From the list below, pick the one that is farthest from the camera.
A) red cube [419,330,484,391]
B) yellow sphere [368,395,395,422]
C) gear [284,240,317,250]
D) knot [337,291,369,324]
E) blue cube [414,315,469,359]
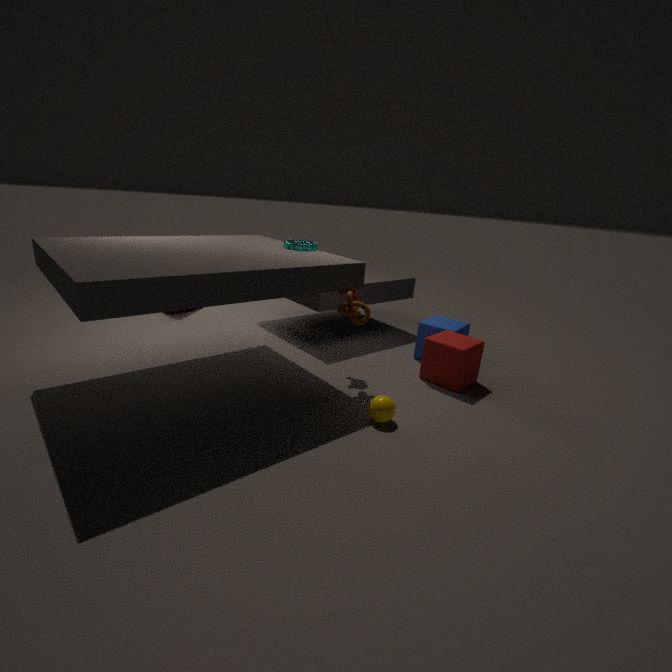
blue cube [414,315,469,359]
